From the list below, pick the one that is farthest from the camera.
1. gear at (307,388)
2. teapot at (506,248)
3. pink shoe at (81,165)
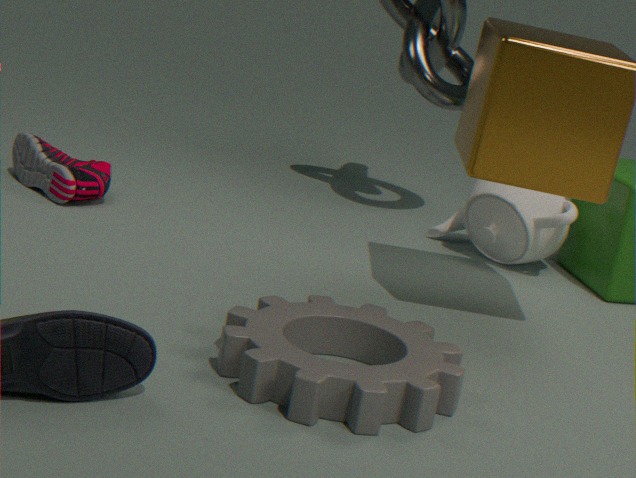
teapot at (506,248)
